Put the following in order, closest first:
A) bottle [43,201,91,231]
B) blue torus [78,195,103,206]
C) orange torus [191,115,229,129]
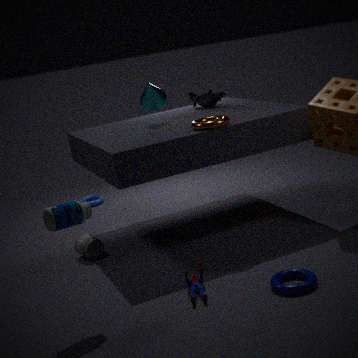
bottle [43,201,91,231] < orange torus [191,115,229,129] < blue torus [78,195,103,206]
